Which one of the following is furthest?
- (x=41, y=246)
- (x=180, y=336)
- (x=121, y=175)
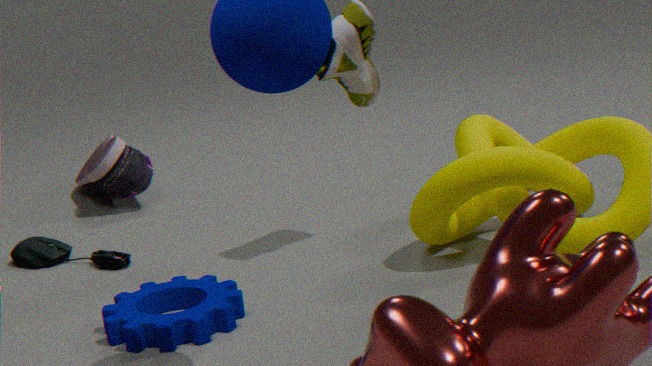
(x=121, y=175)
